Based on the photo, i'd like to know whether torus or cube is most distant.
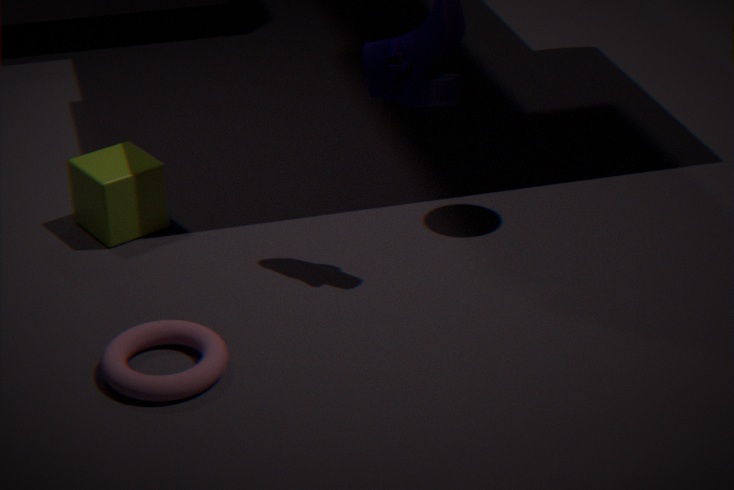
cube
